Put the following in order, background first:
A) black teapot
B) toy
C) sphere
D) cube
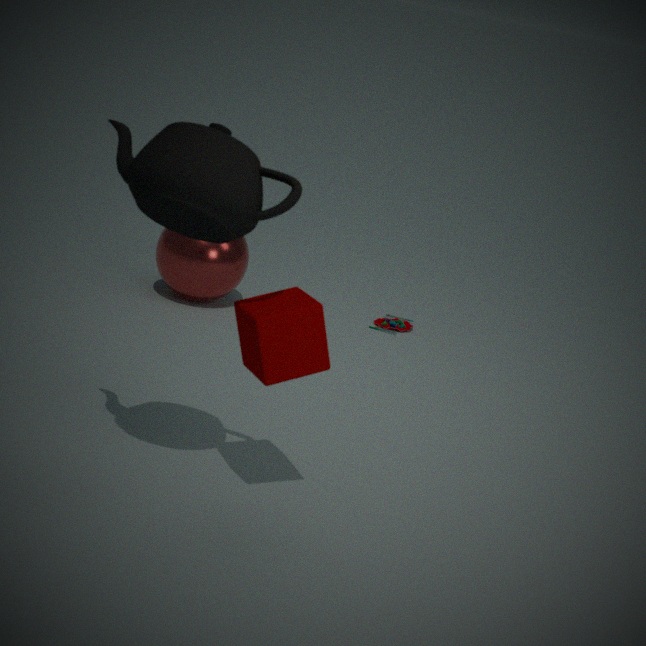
1. toy
2. sphere
3. cube
4. black teapot
